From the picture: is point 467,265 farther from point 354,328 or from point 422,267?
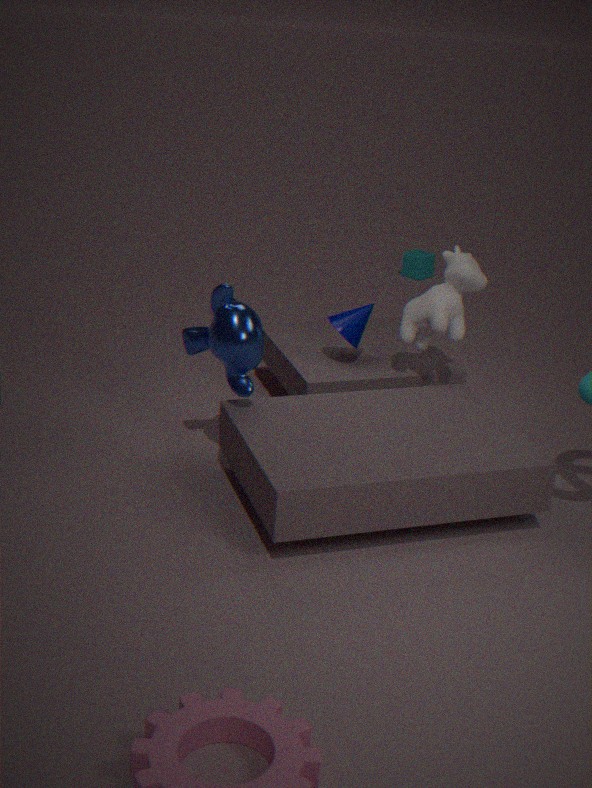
point 422,267
